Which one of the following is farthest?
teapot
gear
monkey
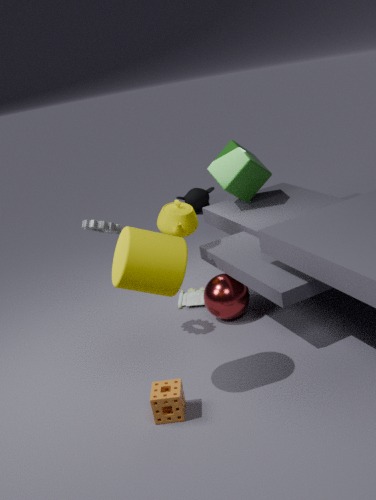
monkey
